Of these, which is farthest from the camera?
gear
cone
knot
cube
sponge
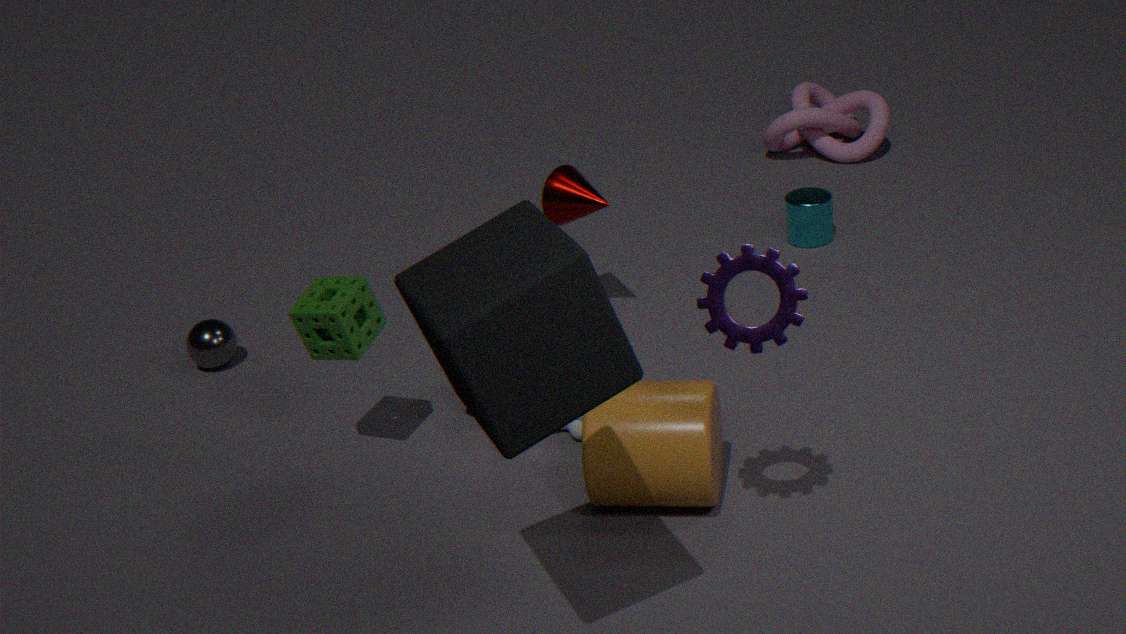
knot
